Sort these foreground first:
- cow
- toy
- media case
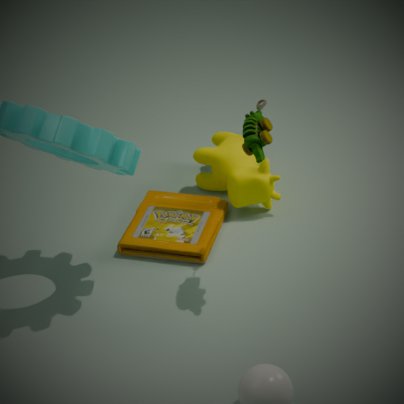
toy, media case, cow
